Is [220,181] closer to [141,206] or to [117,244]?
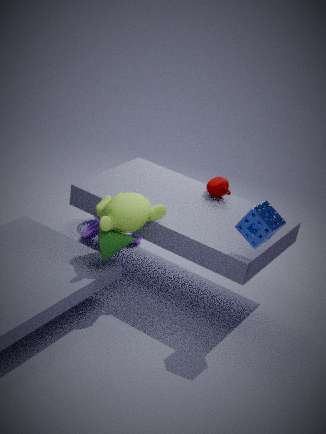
[141,206]
